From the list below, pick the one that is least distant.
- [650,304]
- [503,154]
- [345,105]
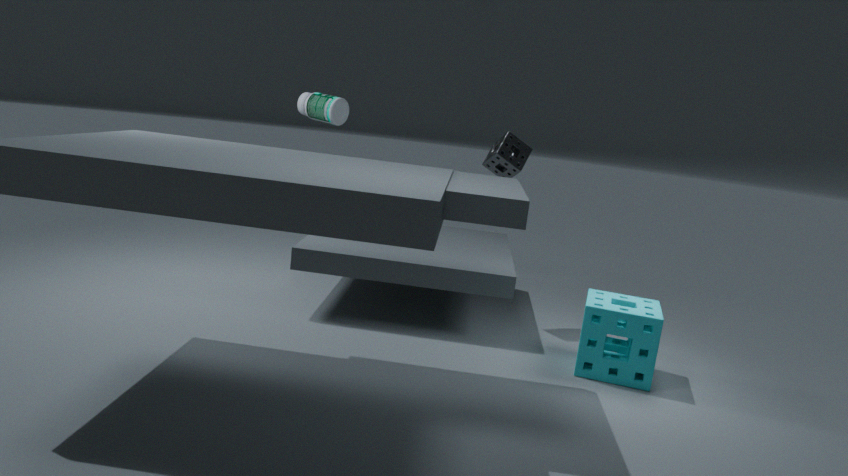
→ [650,304]
